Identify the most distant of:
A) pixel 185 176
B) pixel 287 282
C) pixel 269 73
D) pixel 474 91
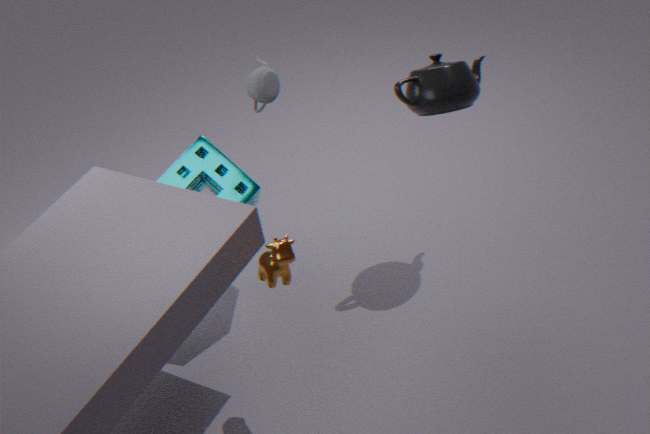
pixel 185 176
